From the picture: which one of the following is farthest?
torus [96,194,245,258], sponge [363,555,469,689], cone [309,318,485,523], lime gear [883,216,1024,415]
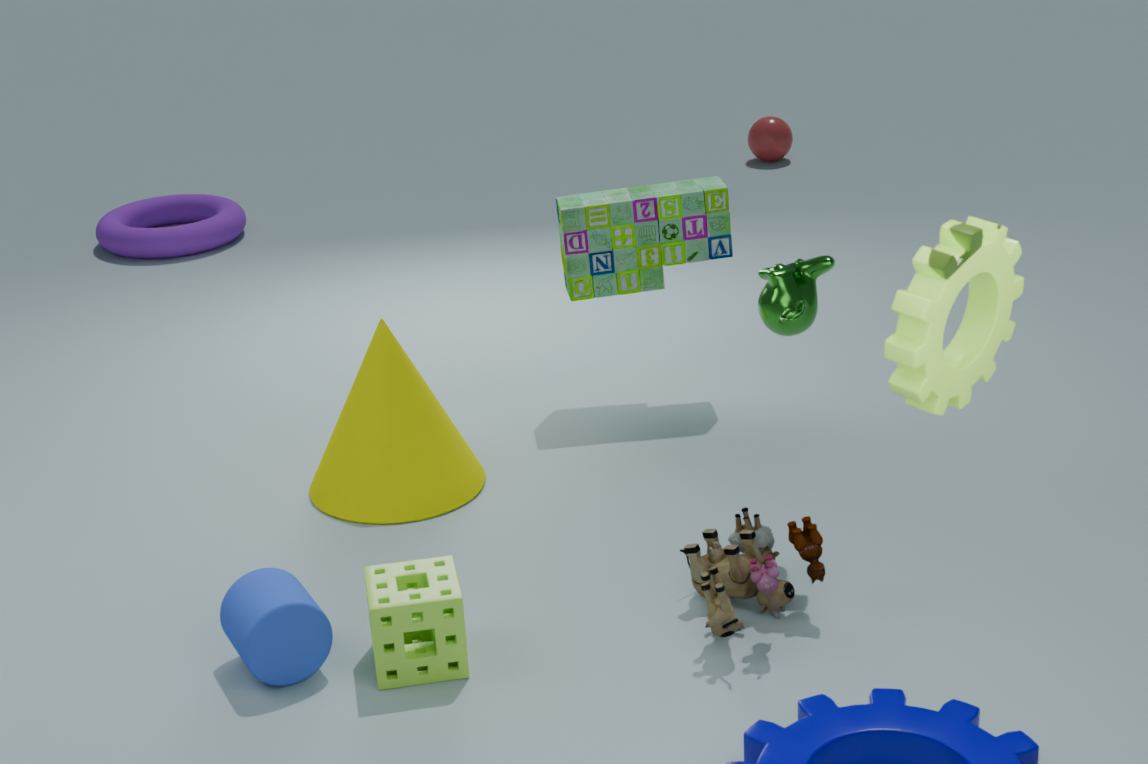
torus [96,194,245,258]
